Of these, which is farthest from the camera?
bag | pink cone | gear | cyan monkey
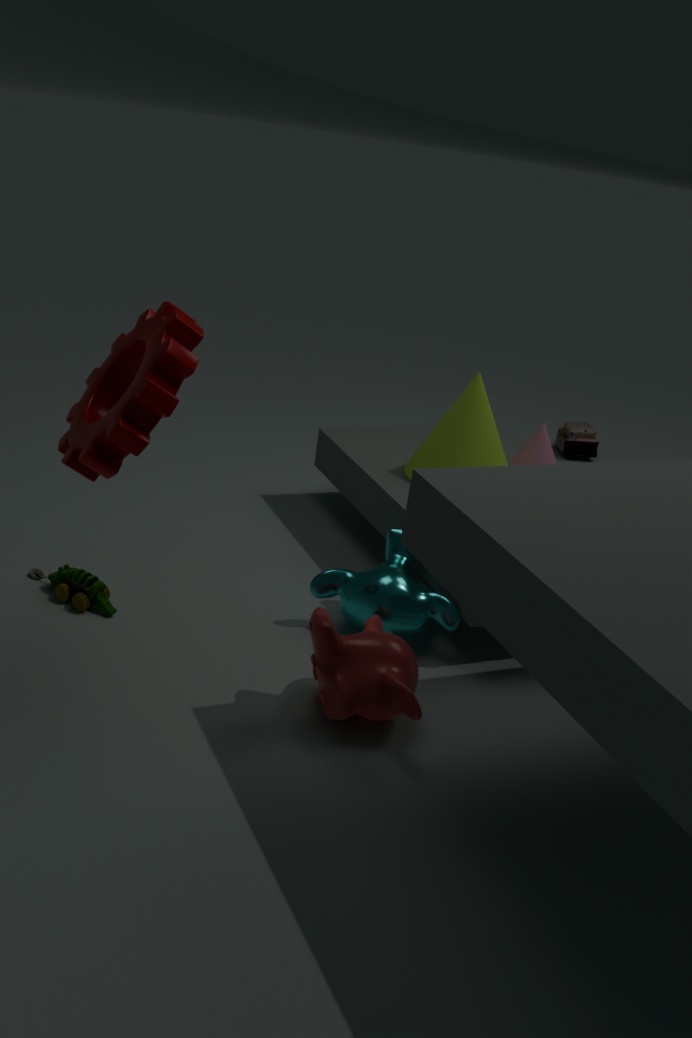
bag
